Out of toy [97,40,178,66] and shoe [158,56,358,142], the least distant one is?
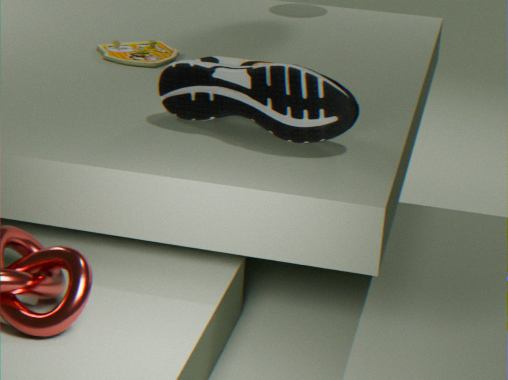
shoe [158,56,358,142]
